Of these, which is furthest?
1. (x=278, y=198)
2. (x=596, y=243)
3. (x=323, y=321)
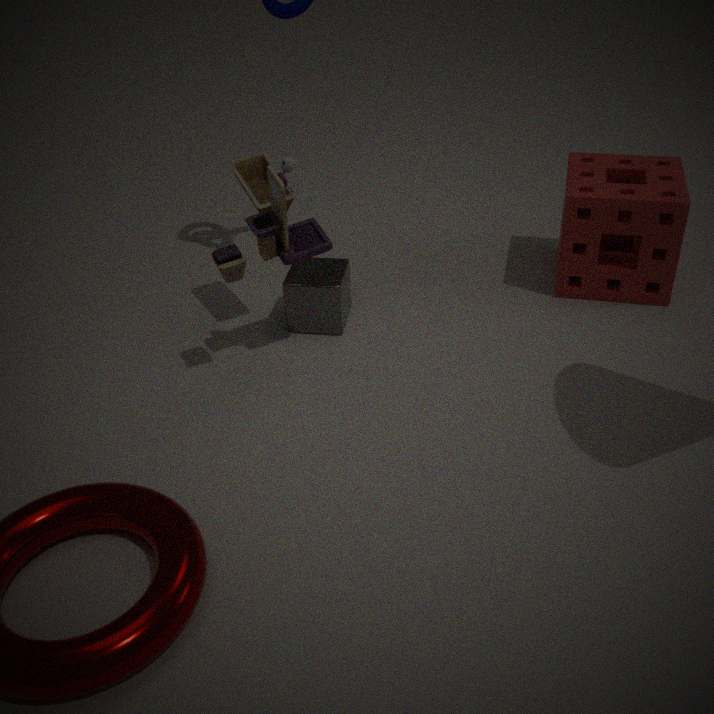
(x=596, y=243)
